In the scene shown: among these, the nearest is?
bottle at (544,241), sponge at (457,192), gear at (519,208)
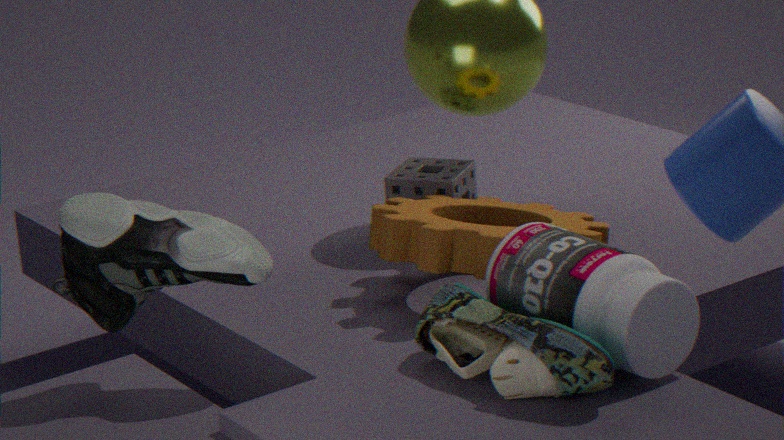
bottle at (544,241)
